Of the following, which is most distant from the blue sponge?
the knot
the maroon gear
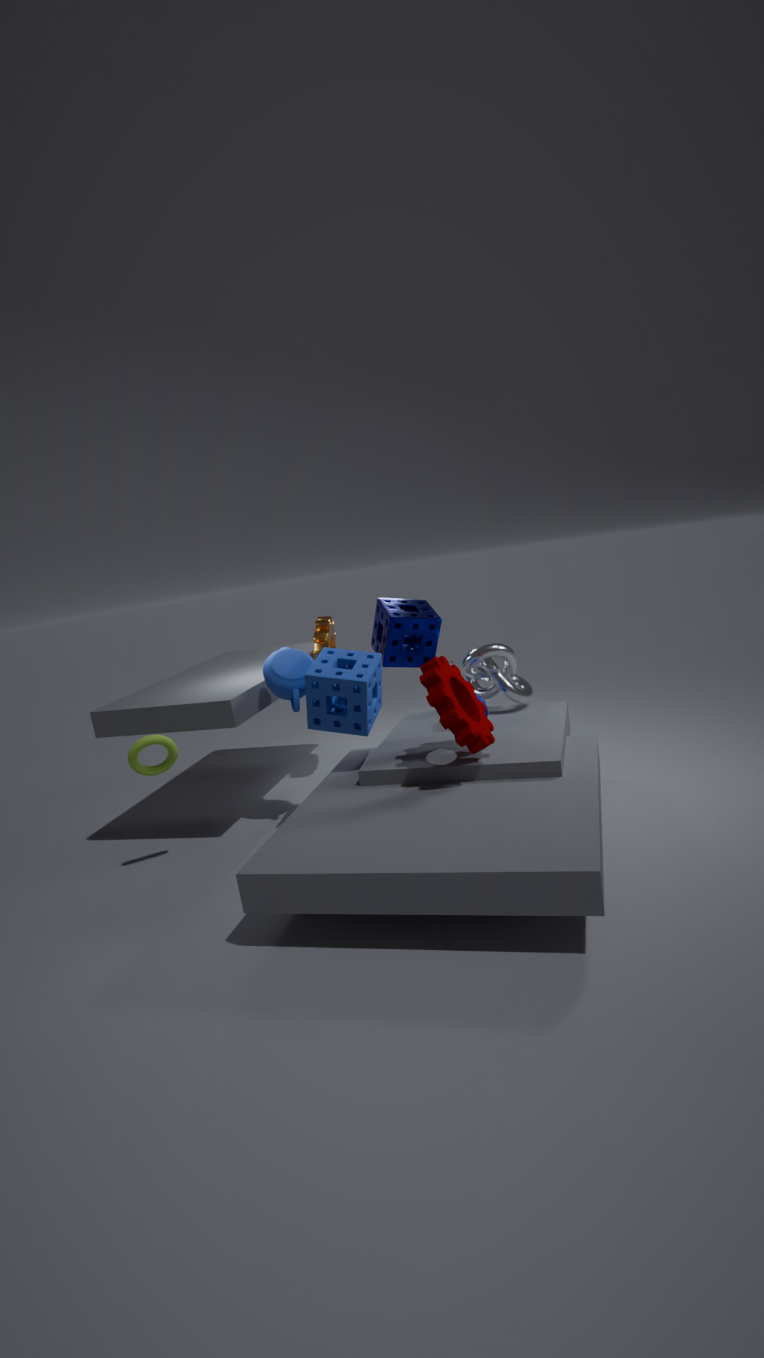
the knot
